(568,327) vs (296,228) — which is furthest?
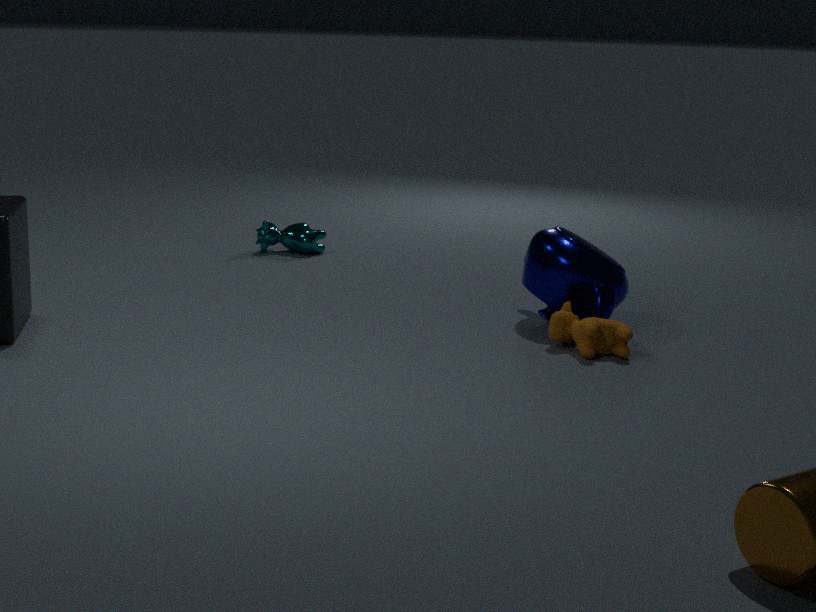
(296,228)
